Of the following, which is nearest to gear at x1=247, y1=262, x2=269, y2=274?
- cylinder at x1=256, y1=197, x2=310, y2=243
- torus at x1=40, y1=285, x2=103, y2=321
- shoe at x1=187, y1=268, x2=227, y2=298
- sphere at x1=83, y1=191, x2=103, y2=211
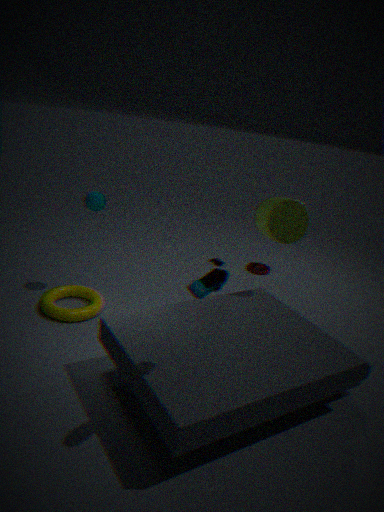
cylinder at x1=256, y1=197, x2=310, y2=243
